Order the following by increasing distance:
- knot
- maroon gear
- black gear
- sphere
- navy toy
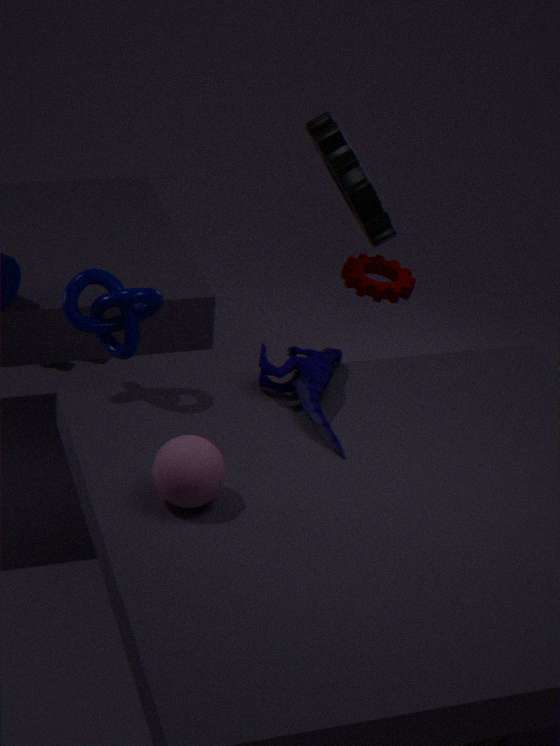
sphere < knot < navy toy < black gear < maroon gear
